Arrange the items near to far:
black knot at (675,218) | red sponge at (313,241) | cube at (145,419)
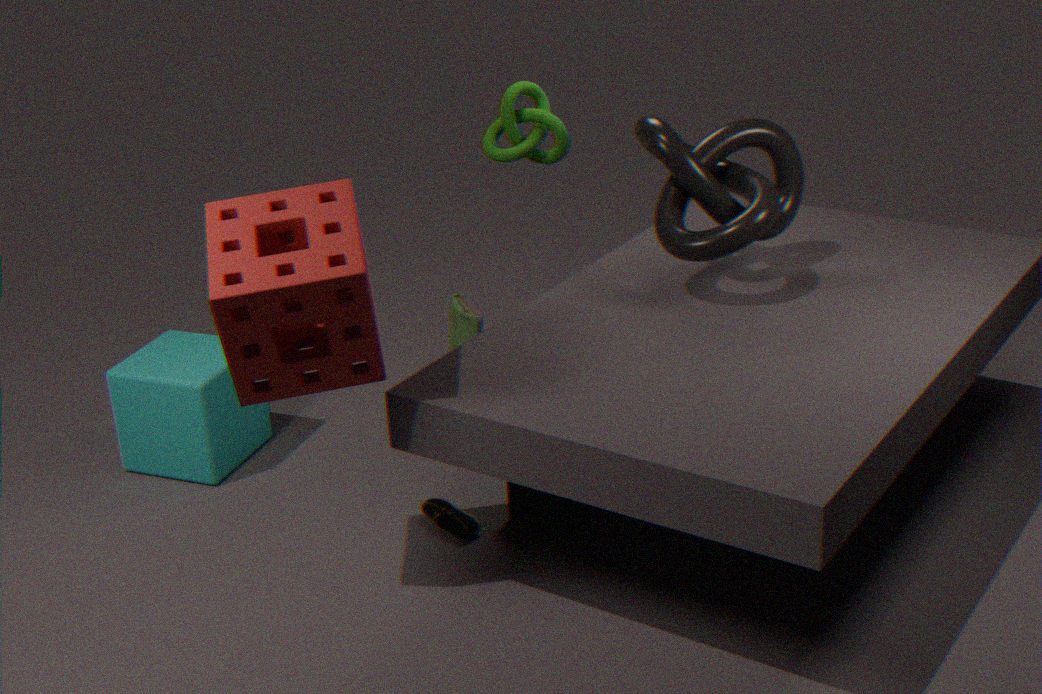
red sponge at (313,241), black knot at (675,218), cube at (145,419)
